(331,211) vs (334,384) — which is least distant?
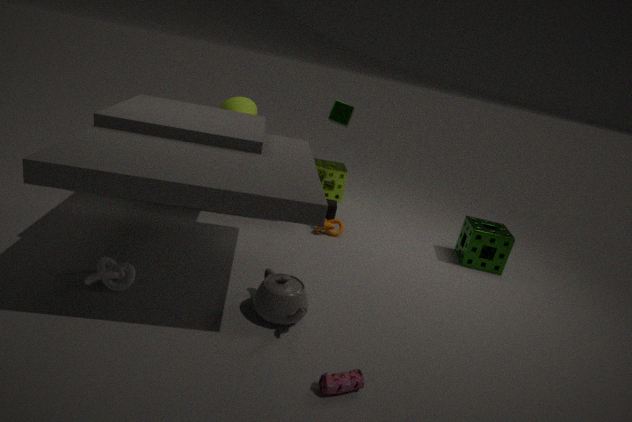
(334,384)
